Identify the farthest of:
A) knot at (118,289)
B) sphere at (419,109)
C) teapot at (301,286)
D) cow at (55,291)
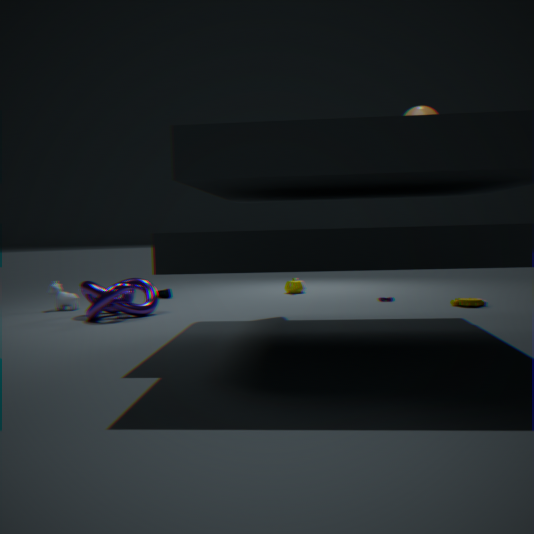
teapot at (301,286)
